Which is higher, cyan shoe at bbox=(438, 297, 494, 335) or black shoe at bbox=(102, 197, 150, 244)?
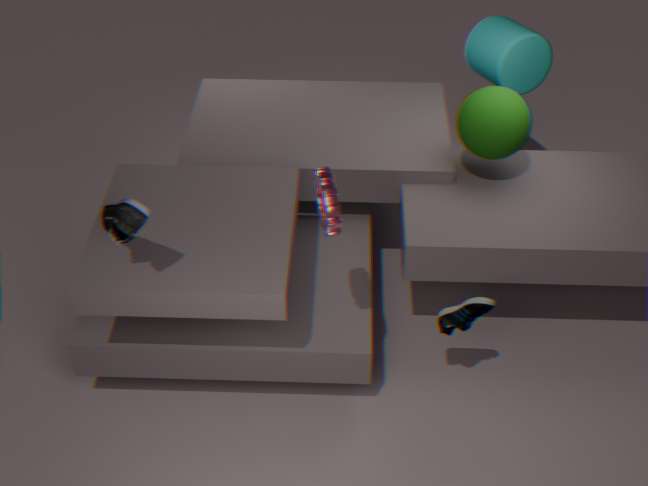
black shoe at bbox=(102, 197, 150, 244)
